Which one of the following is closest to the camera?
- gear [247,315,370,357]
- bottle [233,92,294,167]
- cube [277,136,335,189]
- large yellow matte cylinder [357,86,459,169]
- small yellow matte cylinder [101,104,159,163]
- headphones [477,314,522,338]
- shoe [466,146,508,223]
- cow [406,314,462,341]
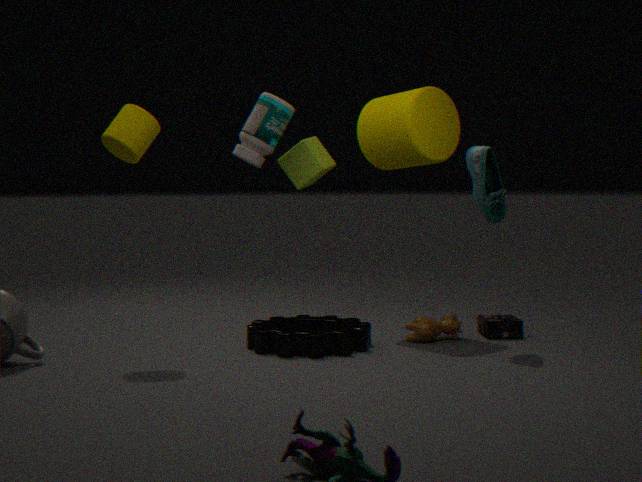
small yellow matte cylinder [101,104,159,163]
